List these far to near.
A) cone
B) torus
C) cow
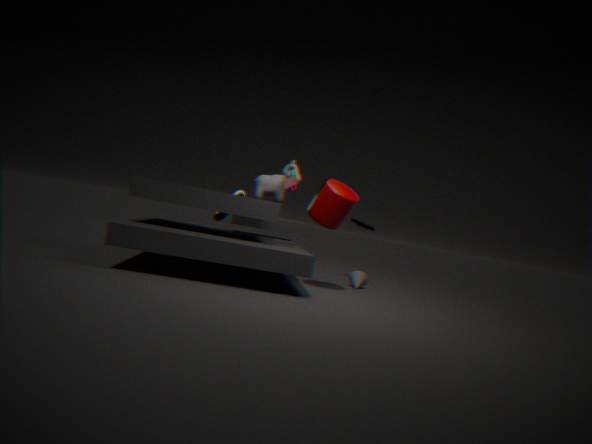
1. torus
2. cone
3. cow
